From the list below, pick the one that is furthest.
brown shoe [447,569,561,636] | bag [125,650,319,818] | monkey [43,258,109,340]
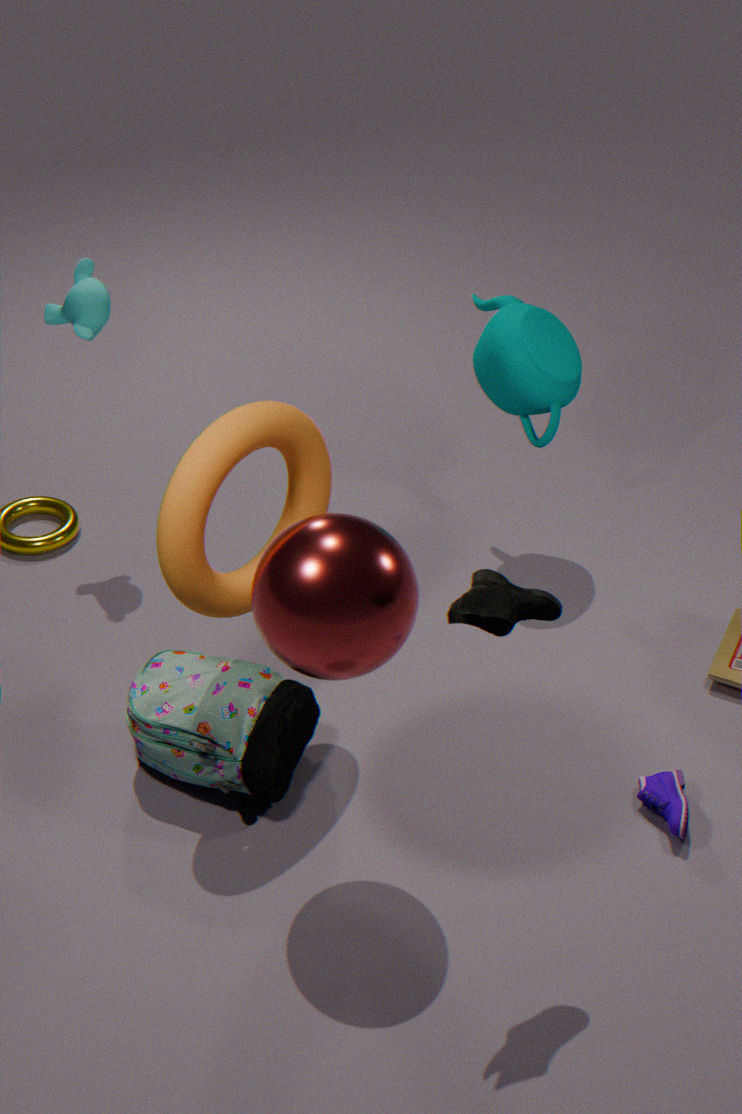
monkey [43,258,109,340]
